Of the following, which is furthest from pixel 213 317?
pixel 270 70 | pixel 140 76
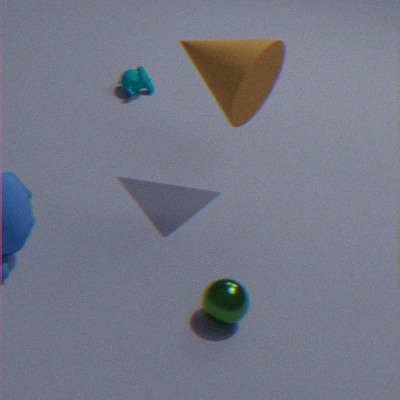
pixel 140 76
